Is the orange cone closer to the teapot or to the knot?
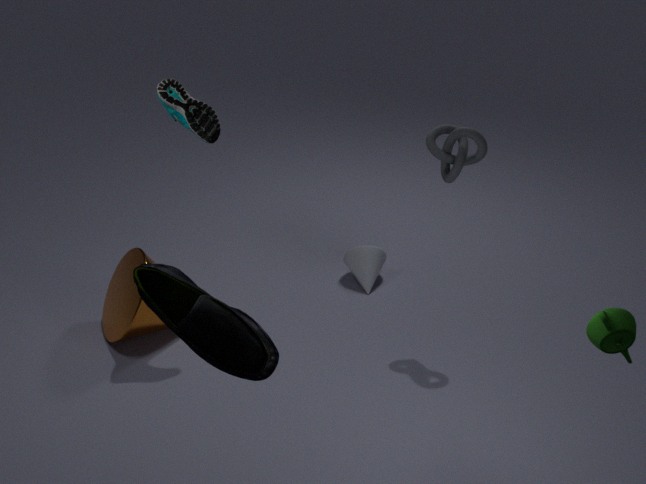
the knot
